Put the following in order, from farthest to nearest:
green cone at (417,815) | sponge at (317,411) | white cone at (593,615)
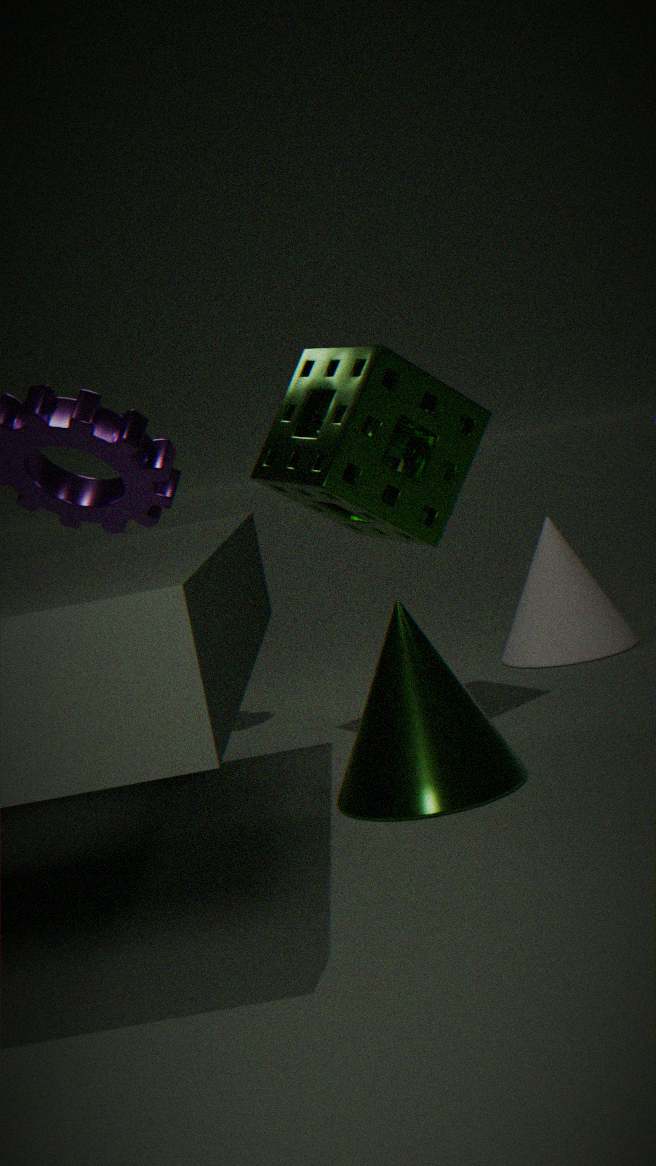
white cone at (593,615) → sponge at (317,411) → green cone at (417,815)
